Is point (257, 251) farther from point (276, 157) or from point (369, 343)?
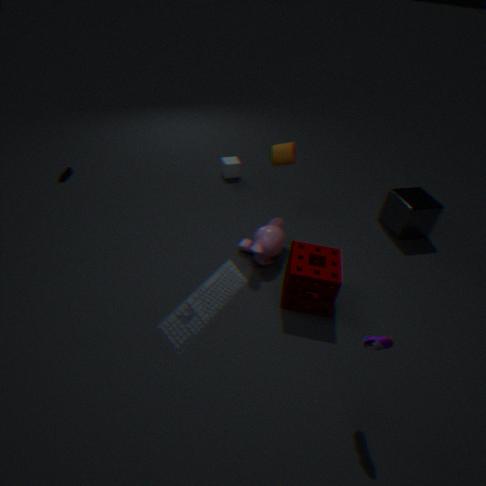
point (369, 343)
